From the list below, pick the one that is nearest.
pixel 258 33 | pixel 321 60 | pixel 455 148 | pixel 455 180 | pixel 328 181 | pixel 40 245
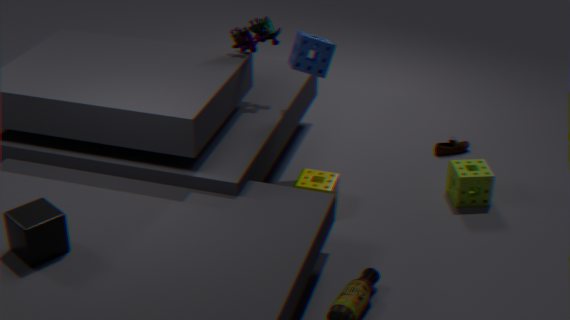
pixel 40 245
